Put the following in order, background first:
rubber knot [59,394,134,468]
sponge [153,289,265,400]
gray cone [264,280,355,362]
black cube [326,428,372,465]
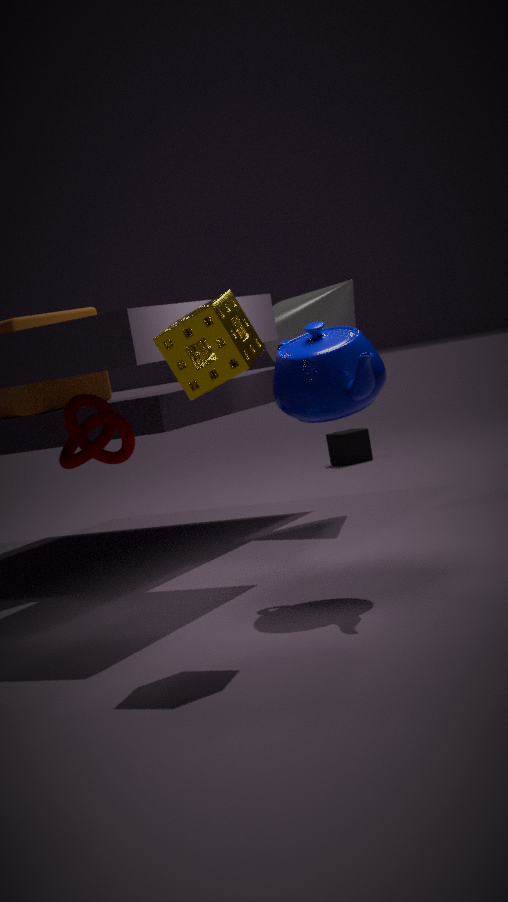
black cube [326,428,372,465] → gray cone [264,280,355,362] → rubber knot [59,394,134,468] → sponge [153,289,265,400]
